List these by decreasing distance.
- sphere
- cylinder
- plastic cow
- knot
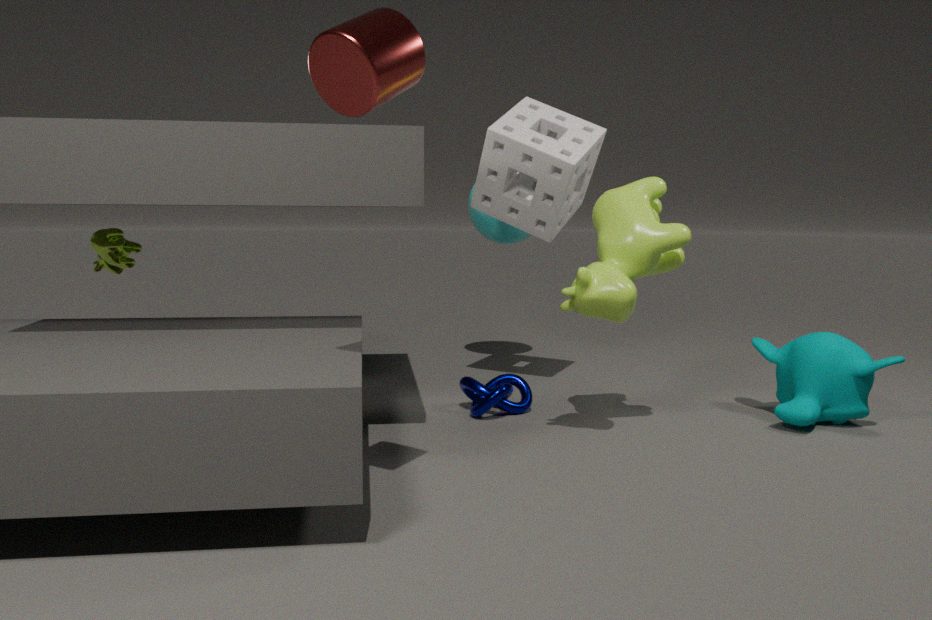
sphere, knot, plastic cow, cylinder
